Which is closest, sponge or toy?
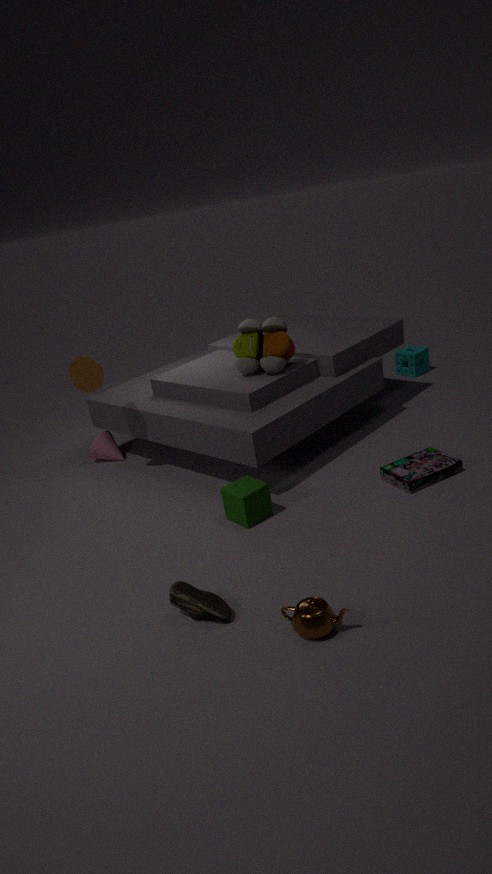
toy
